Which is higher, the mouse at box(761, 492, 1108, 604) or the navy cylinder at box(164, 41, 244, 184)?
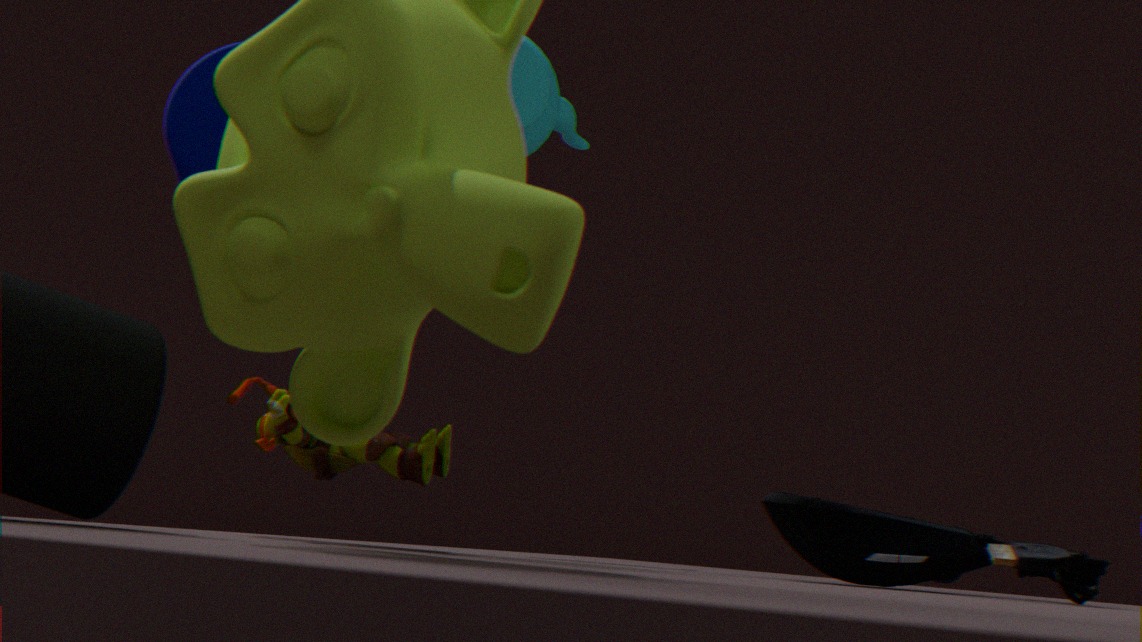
the navy cylinder at box(164, 41, 244, 184)
